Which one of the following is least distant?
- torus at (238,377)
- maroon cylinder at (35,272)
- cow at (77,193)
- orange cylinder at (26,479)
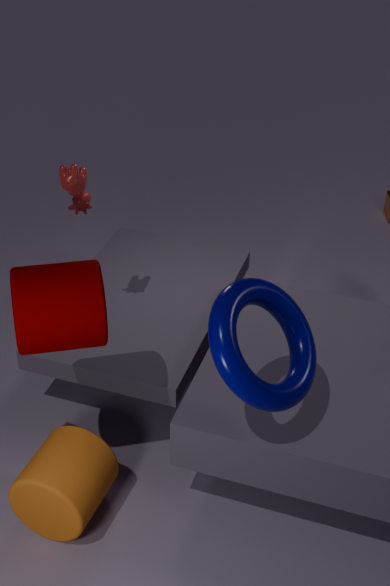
torus at (238,377)
